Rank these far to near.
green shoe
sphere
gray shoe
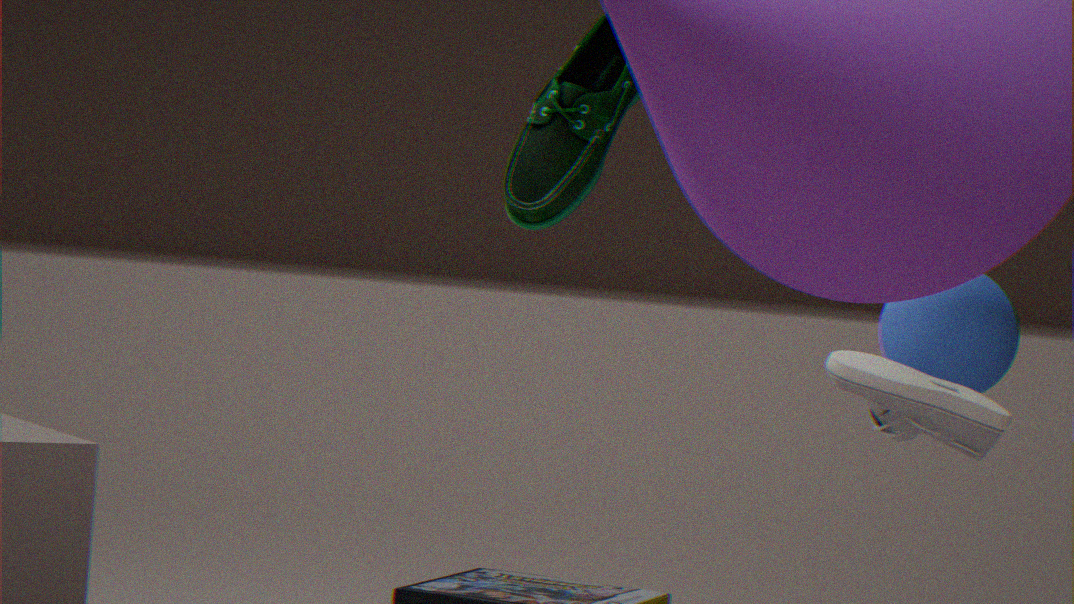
green shoe → sphere → gray shoe
